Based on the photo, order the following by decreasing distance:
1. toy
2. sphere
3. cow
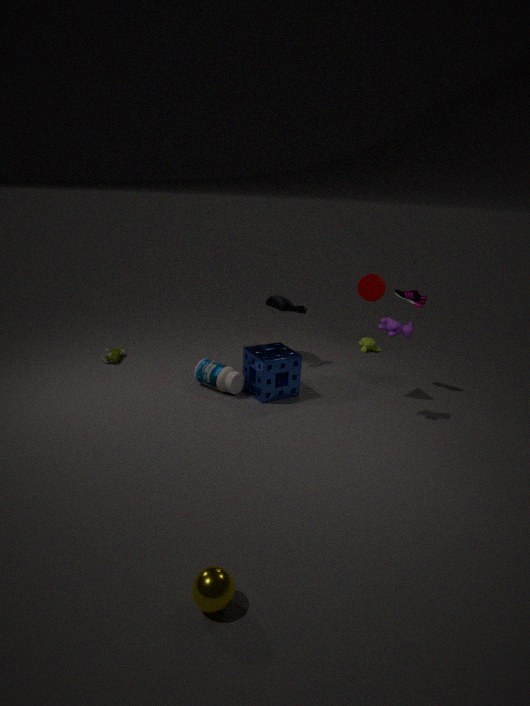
1. toy
2. cow
3. sphere
